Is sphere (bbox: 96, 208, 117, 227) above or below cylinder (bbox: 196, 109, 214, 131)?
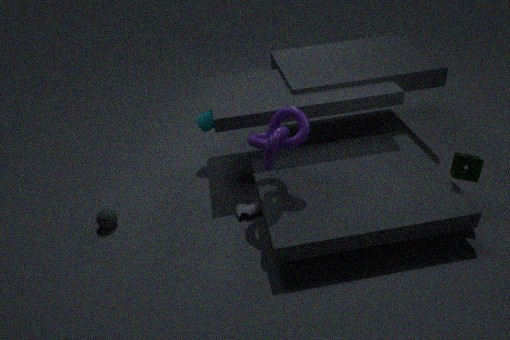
below
